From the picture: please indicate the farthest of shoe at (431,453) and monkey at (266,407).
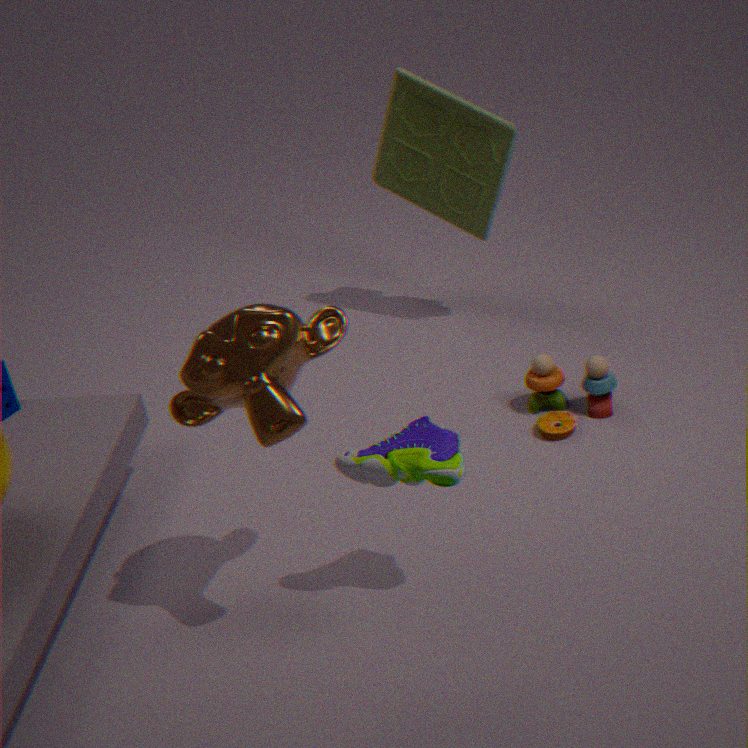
shoe at (431,453)
